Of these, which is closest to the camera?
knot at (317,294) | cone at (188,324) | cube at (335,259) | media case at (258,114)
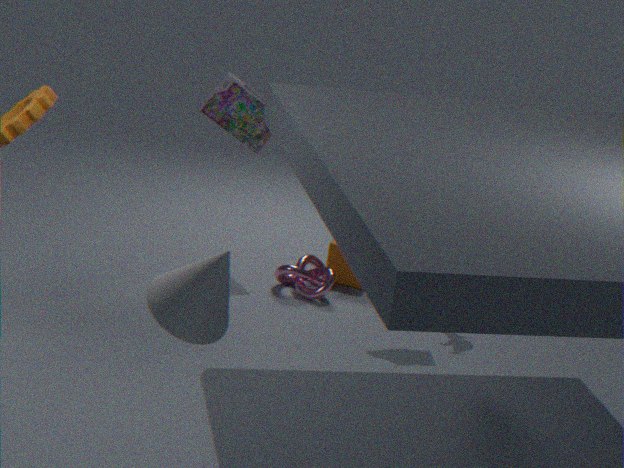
cone at (188,324)
